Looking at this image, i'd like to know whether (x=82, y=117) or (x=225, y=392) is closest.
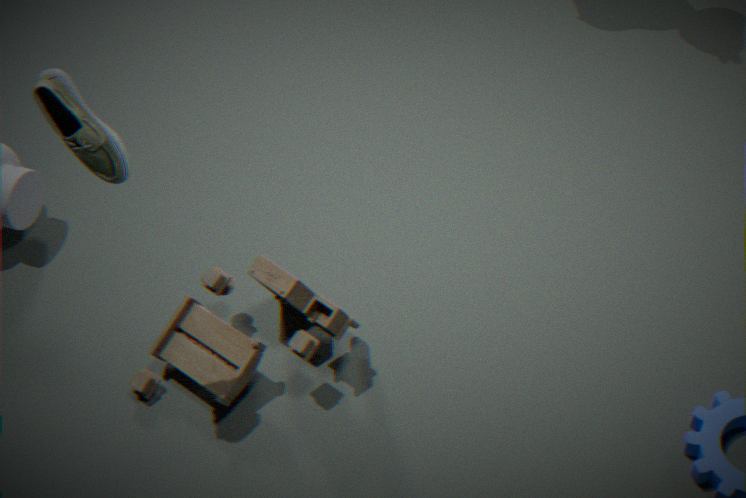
(x=82, y=117)
